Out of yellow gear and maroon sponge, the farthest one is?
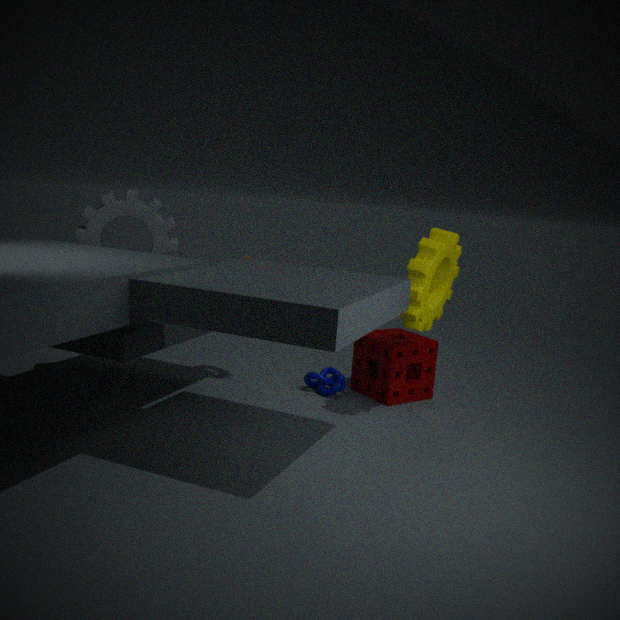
A: maroon sponge
